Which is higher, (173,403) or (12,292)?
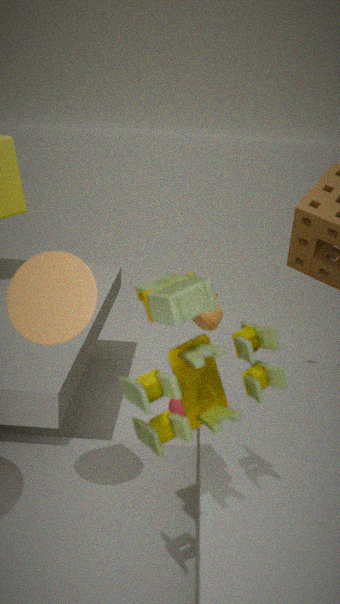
(12,292)
